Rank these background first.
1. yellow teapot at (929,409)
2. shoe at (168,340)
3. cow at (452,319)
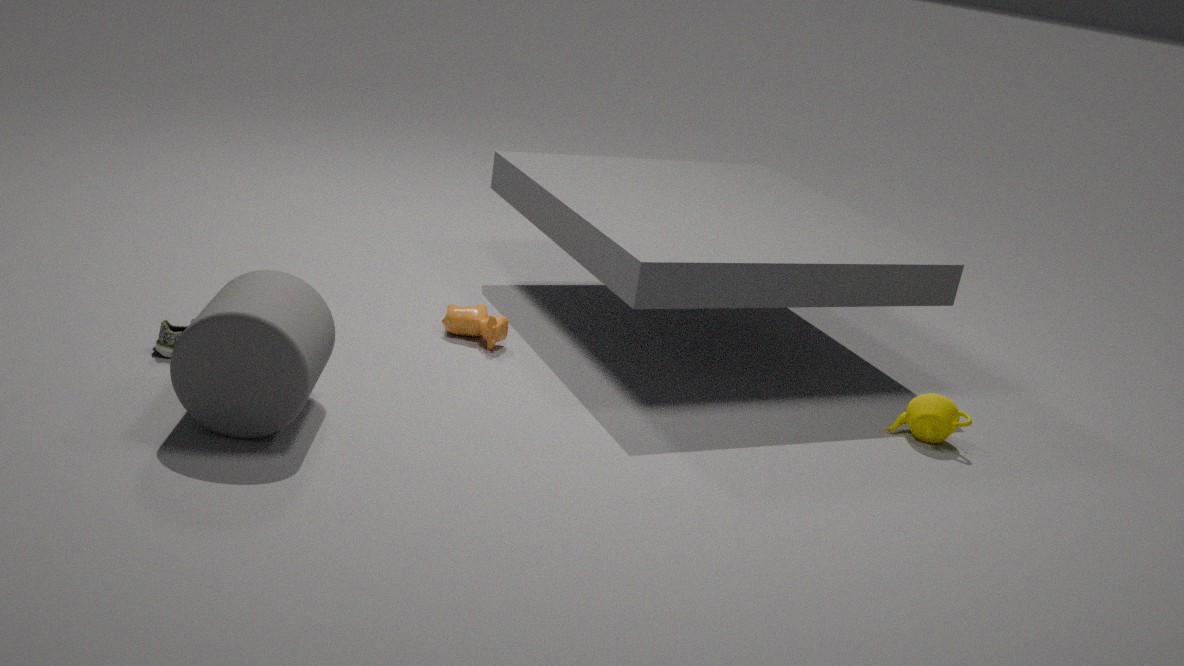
cow at (452,319) < yellow teapot at (929,409) < shoe at (168,340)
